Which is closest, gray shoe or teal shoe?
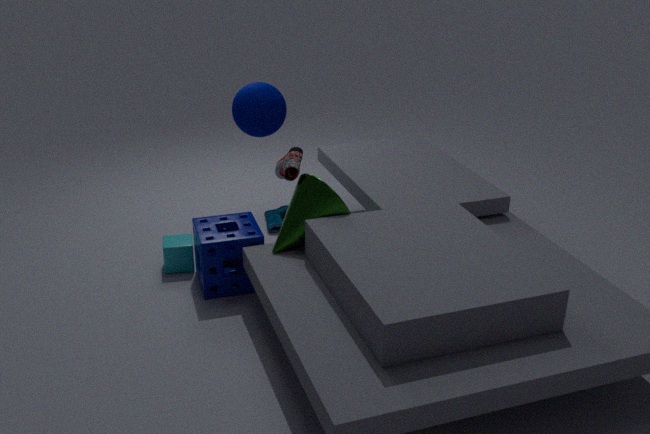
gray shoe
